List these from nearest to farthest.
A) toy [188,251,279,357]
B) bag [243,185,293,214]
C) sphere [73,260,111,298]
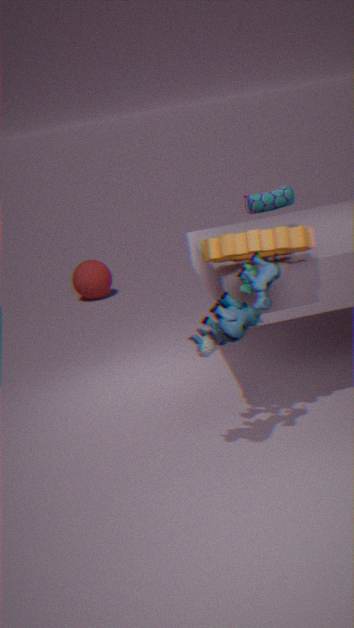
toy [188,251,279,357] → bag [243,185,293,214] → sphere [73,260,111,298]
